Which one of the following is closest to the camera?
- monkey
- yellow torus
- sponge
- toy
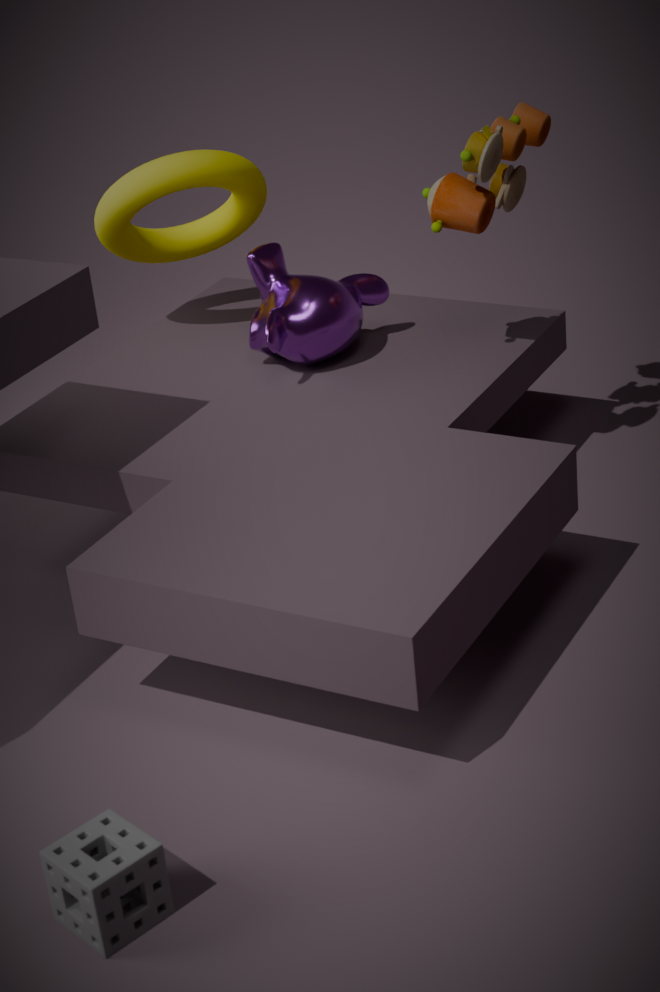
sponge
